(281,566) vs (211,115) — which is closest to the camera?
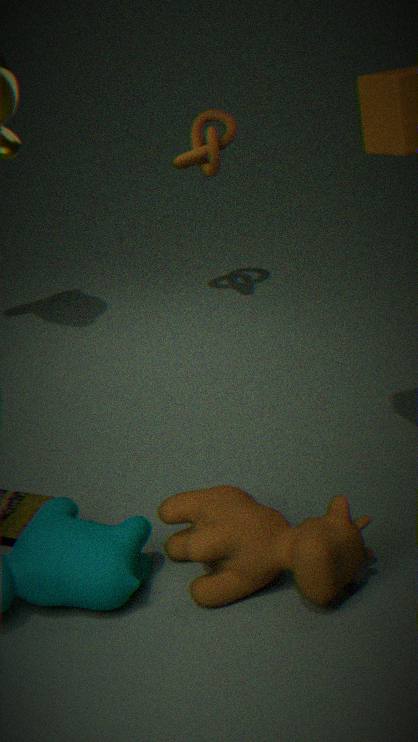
(281,566)
